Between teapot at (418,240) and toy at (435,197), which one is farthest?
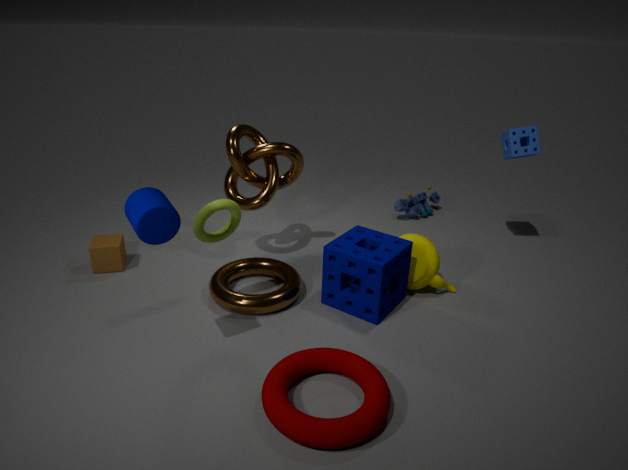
toy at (435,197)
